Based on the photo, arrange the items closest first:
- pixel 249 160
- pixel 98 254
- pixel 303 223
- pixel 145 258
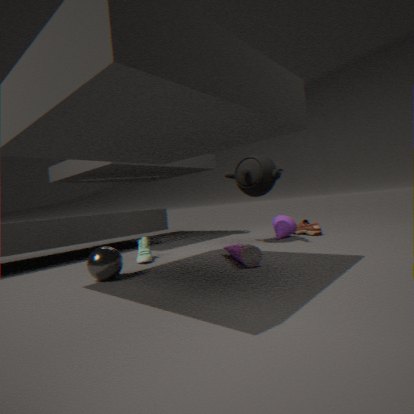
pixel 98 254, pixel 145 258, pixel 249 160, pixel 303 223
